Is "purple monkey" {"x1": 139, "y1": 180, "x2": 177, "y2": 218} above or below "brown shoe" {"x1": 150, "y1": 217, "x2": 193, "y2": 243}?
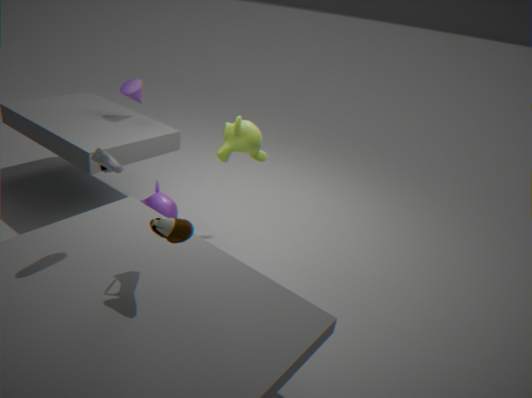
below
